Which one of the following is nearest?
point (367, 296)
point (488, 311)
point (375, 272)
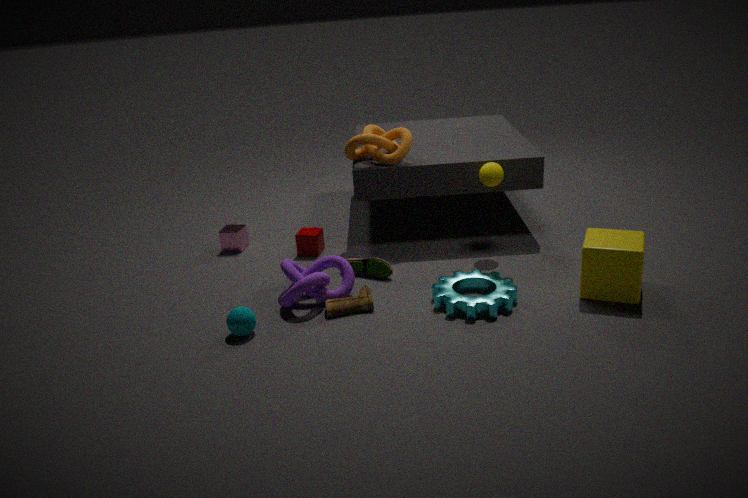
point (488, 311)
